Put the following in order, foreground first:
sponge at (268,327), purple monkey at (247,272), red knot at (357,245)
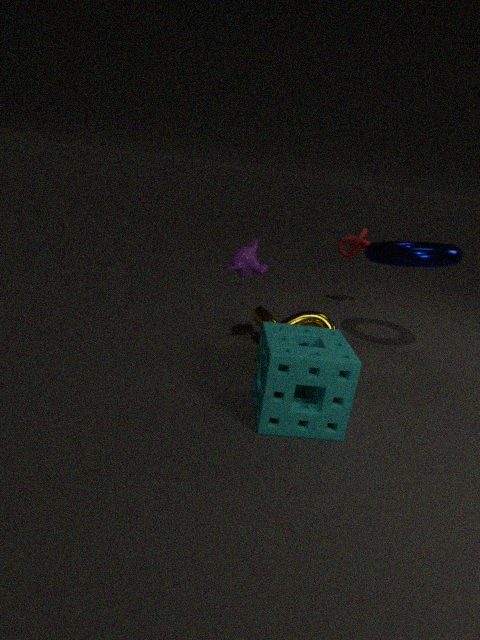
sponge at (268,327), purple monkey at (247,272), red knot at (357,245)
